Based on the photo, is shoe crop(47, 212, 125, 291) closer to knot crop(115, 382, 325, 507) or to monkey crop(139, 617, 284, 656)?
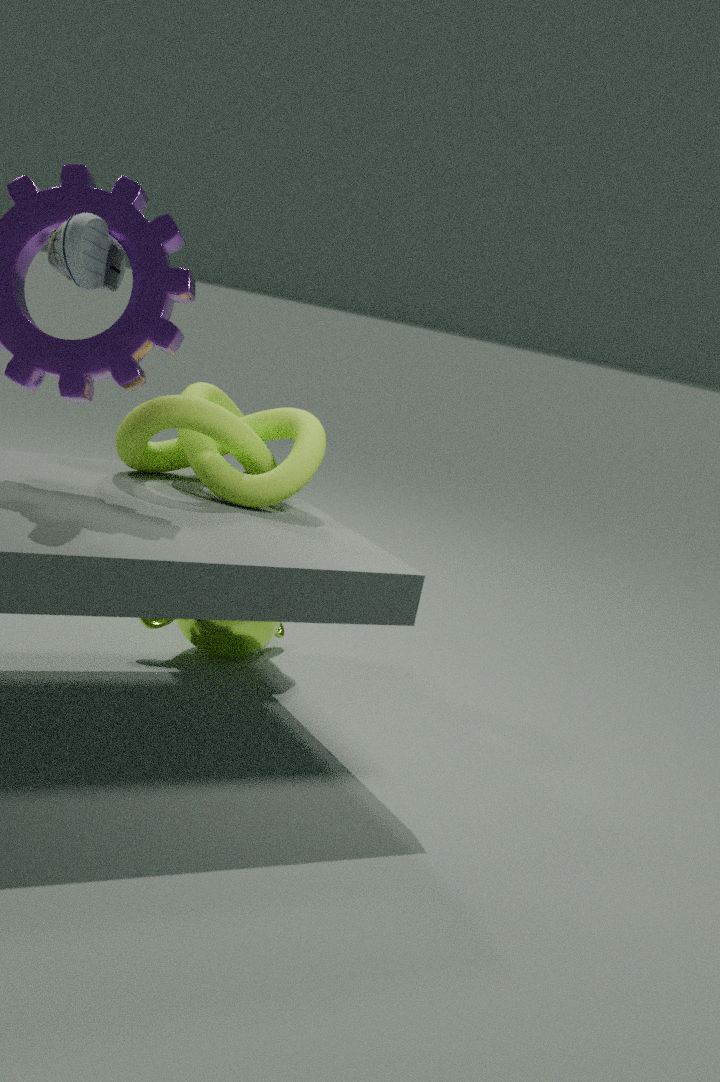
knot crop(115, 382, 325, 507)
